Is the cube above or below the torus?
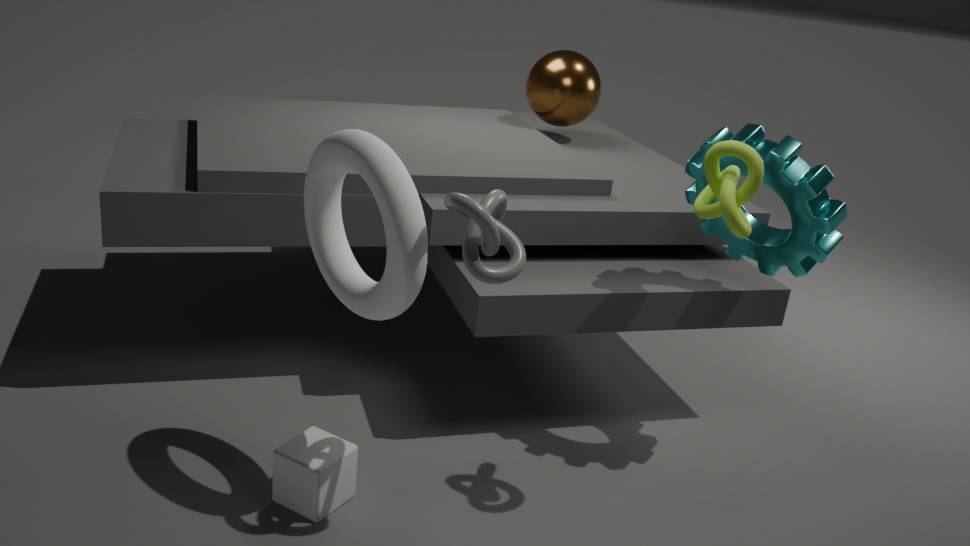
below
